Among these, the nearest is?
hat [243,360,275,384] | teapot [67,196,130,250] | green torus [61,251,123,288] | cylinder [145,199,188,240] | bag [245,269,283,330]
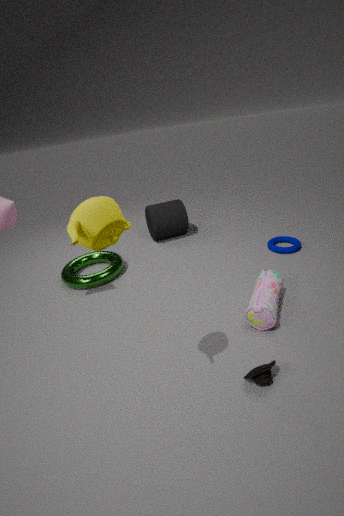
teapot [67,196,130,250]
